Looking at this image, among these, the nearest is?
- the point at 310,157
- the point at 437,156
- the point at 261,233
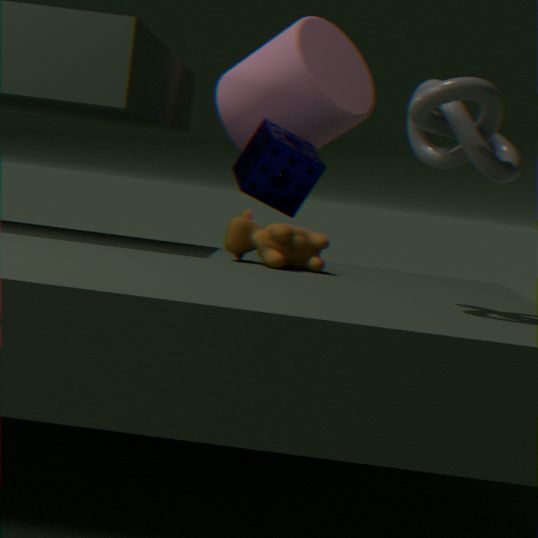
the point at 437,156
